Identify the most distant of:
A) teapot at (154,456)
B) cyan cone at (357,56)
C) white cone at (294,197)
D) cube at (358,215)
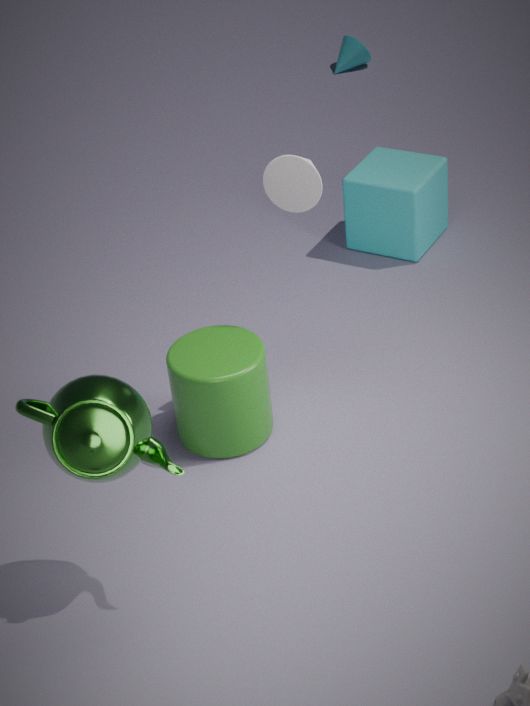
cyan cone at (357,56)
